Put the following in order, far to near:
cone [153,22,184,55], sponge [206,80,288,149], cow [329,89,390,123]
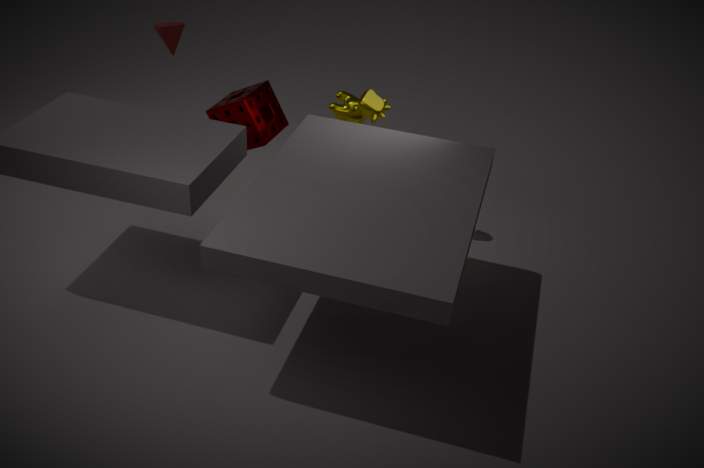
cow [329,89,390,123], sponge [206,80,288,149], cone [153,22,184,55]
